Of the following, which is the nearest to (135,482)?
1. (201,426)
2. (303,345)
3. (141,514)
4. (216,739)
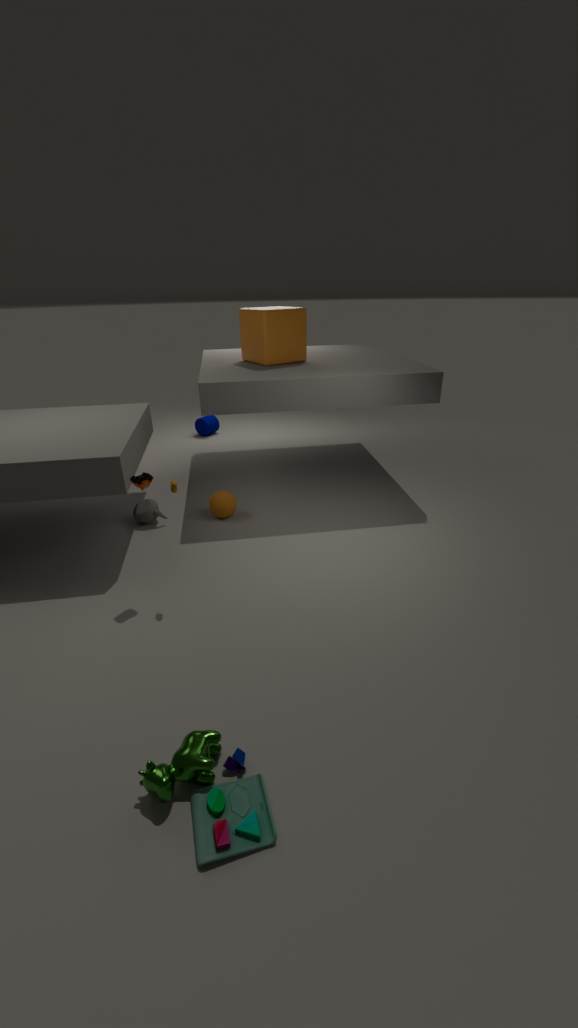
(141,514)
